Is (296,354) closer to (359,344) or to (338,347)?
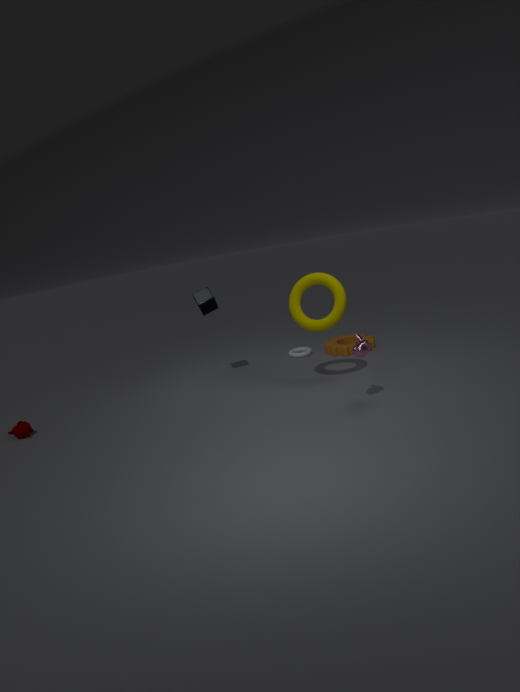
(338,347)
